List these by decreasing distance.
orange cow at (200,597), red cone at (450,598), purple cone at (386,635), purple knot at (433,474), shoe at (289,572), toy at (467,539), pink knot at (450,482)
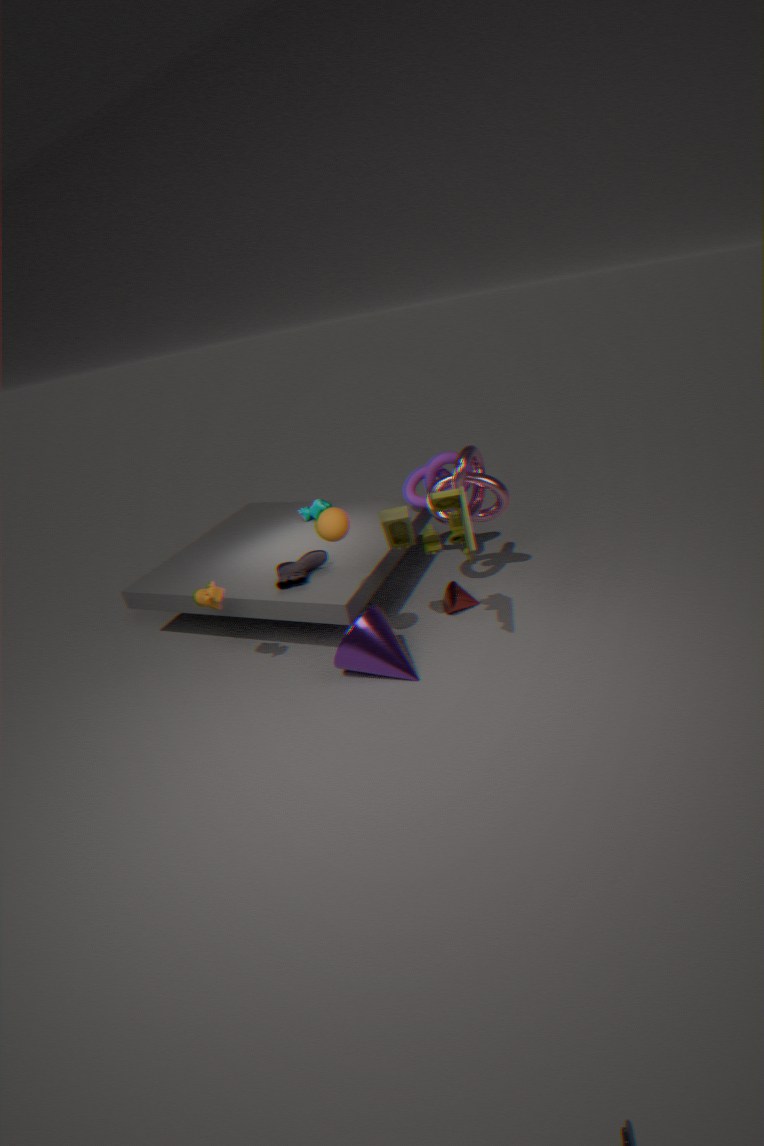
1. purple knot at (433,474)
2. red cone at (450,598)
3. pink knot at (450,482)
4. shoe at (289,572)
5. orange cow at (200,597)
6. purple cone at (386,635)
7. toy at (467,539)
